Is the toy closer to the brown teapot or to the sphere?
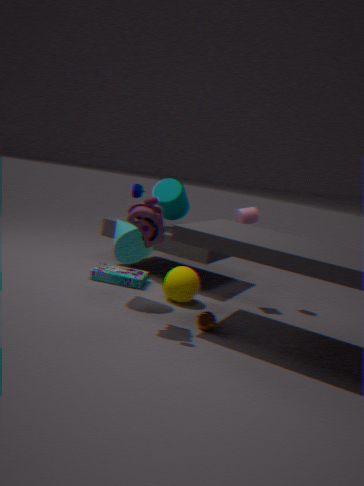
the sphere
